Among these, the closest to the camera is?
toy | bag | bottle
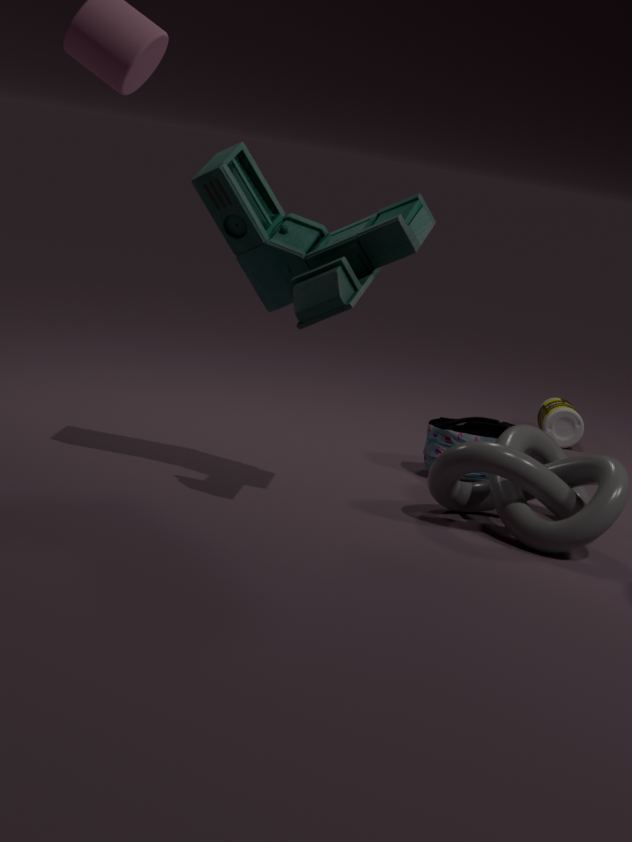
toy
